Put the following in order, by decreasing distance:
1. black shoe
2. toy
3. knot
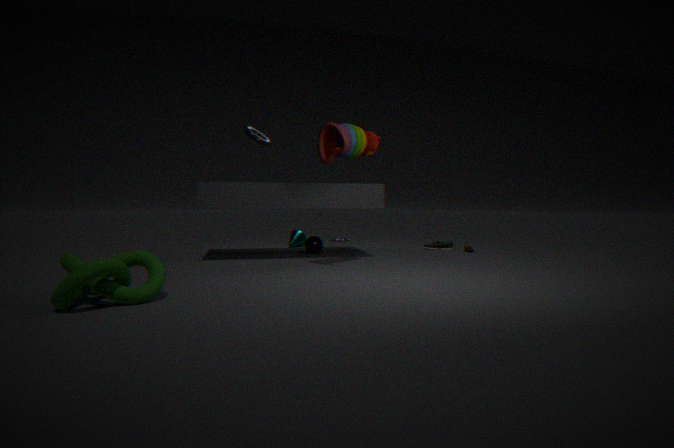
black shoe → toy → knot
